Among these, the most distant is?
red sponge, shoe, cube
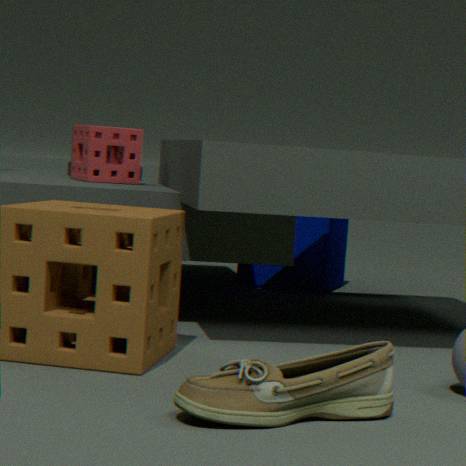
cube
